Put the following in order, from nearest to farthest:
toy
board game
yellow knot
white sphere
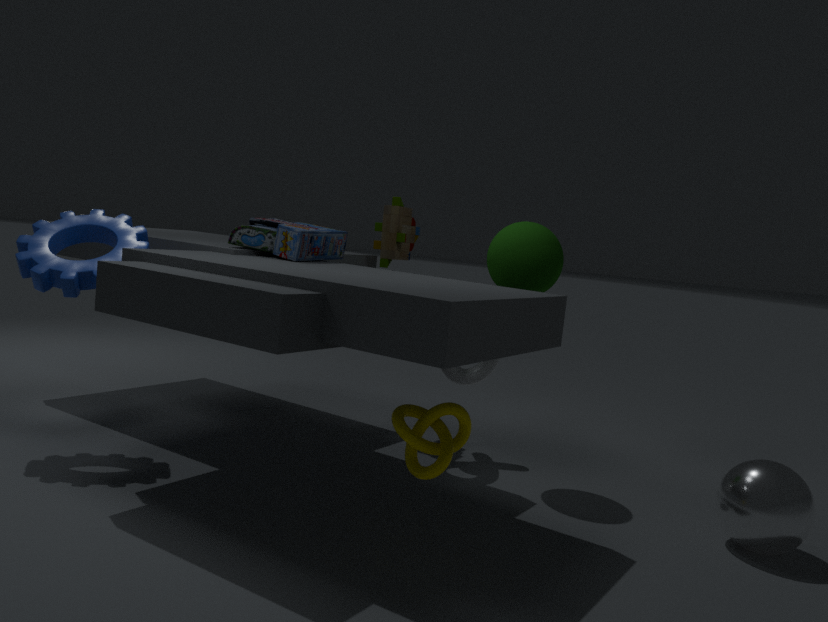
yellow knot → white sphere → board game → toy
